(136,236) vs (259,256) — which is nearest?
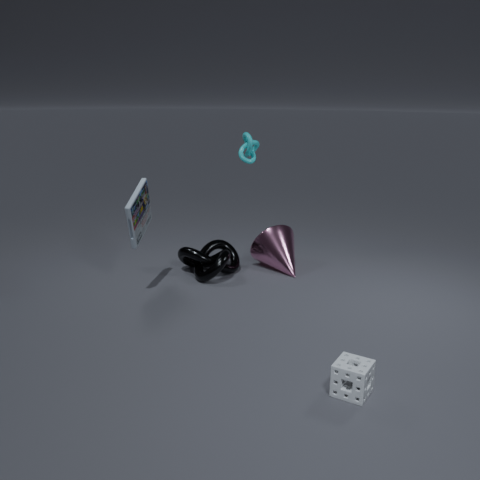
(136,236)
